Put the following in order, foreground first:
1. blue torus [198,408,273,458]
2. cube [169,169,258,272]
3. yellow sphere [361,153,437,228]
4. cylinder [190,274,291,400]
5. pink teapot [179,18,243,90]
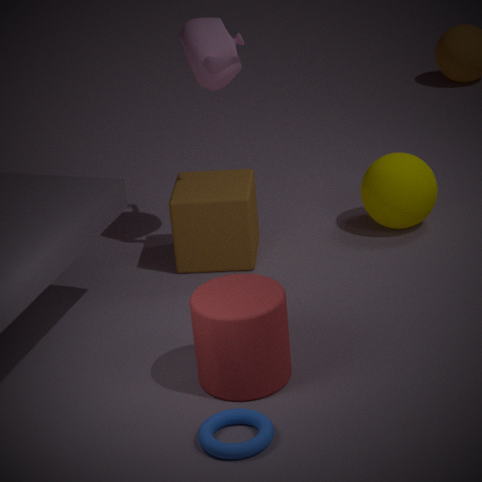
blue torus [198,408,273,458], cylinder [190,274,291,400], pink teapot [179,18,243,90], cube [169,169,258,272], yellow sphere [361,153,437,228]
